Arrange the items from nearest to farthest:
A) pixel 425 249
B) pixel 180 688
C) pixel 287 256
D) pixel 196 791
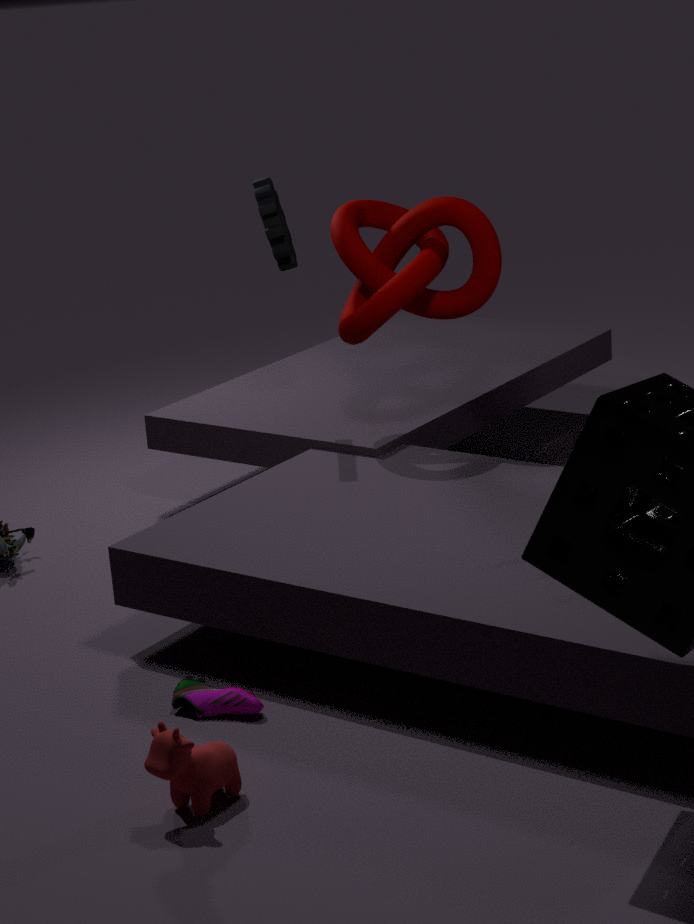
pixel 196 791, pixel 180 688, pixel 425 249, pixel 287 256
